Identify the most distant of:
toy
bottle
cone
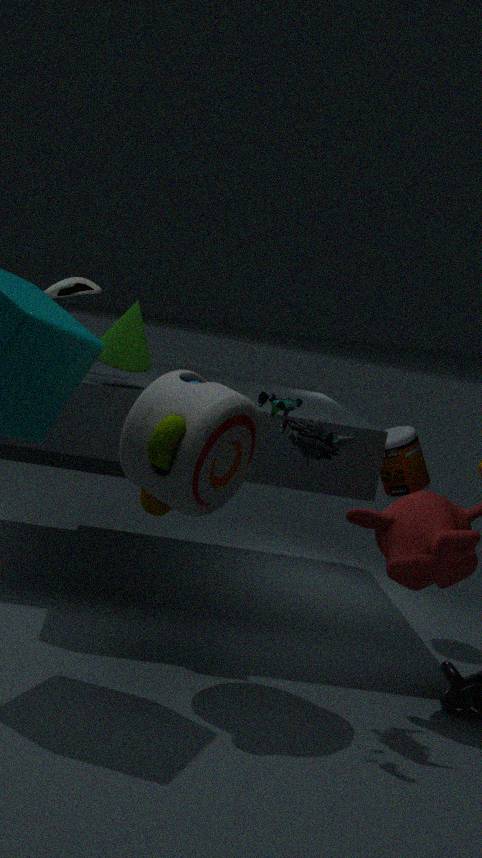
bottle
